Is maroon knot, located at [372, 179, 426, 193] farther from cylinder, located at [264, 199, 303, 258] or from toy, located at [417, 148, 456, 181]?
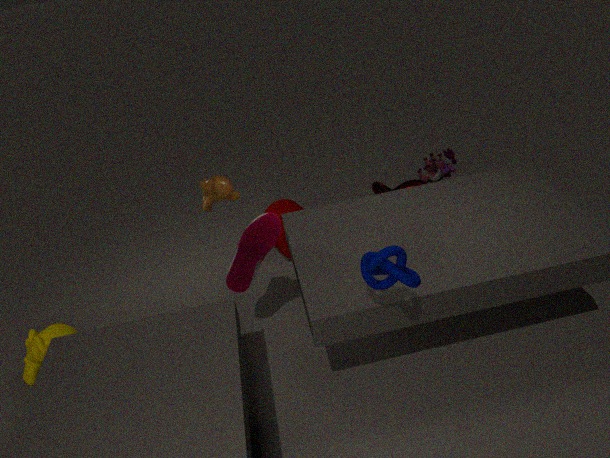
cylinder, located at [264, 199, 303, 258]
